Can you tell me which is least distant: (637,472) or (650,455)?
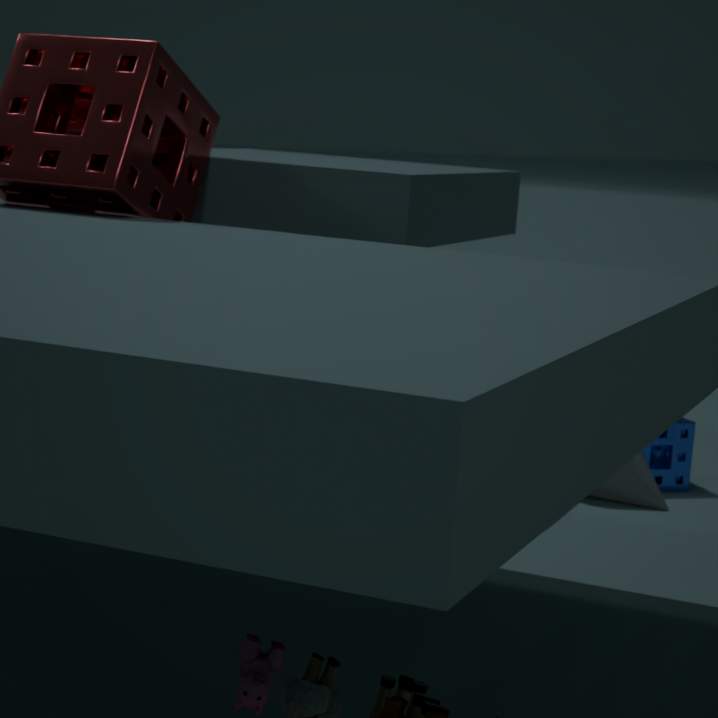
(637,472)
